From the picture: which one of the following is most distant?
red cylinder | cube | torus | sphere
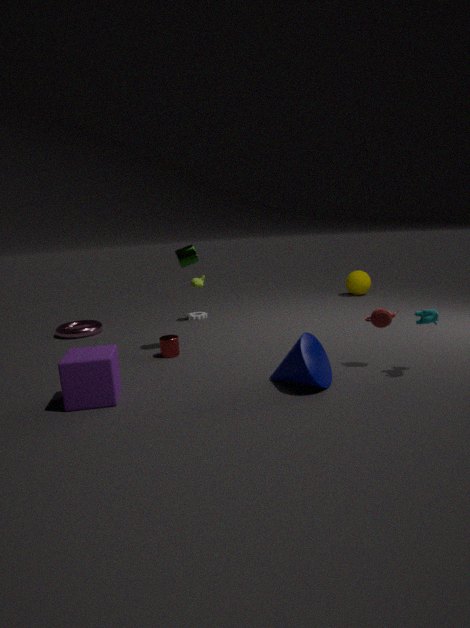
sphere
